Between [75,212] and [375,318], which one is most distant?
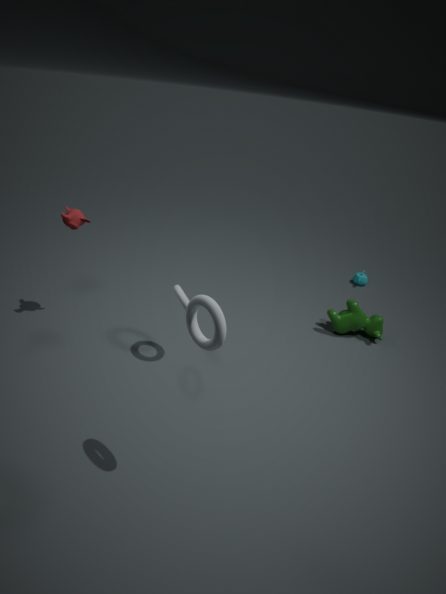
[375,318]
